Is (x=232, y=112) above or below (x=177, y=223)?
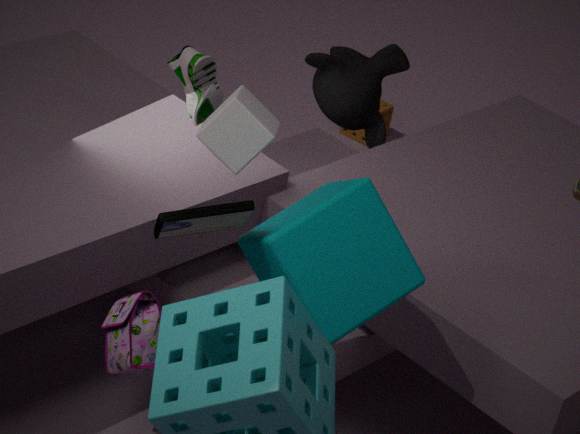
above
